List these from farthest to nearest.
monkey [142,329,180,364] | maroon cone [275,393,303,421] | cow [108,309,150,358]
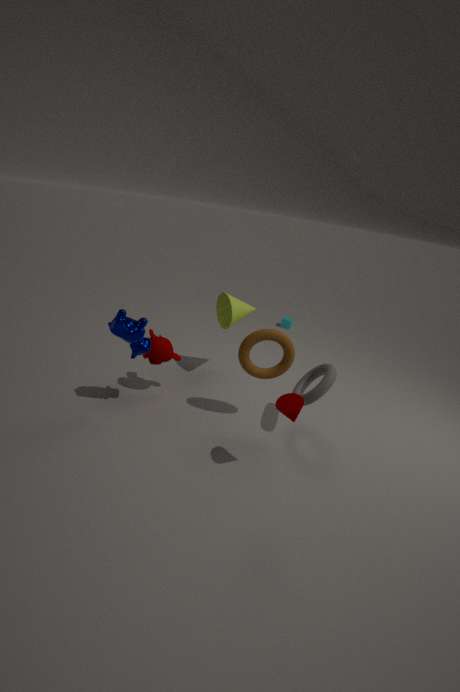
1. monkey [142,329,180,364]
2. cow [108,309,150,358]
3. maroon cone [275,393,303,421]
